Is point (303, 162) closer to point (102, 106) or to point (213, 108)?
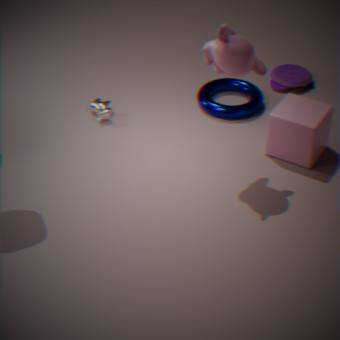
point (213, 108)
